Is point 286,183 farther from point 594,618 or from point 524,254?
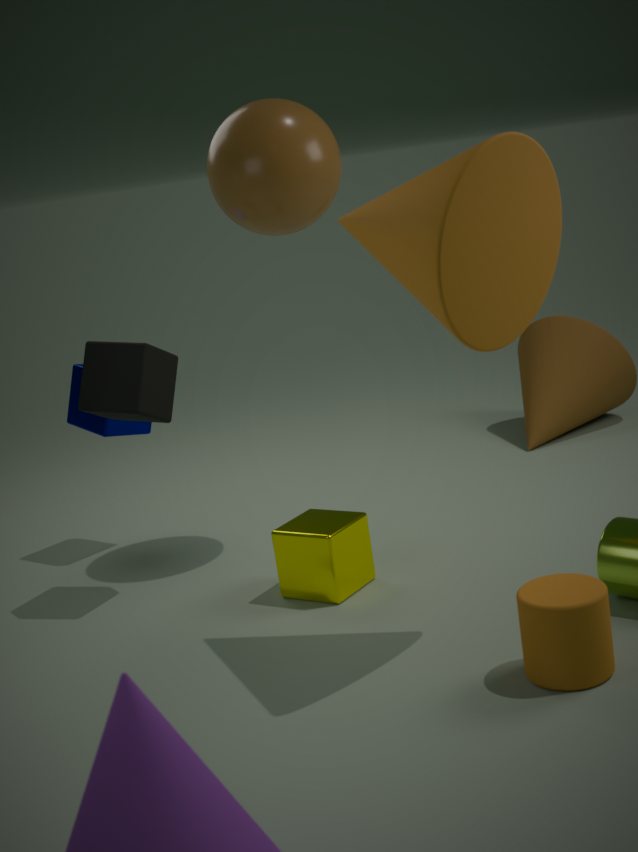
point 594,618
